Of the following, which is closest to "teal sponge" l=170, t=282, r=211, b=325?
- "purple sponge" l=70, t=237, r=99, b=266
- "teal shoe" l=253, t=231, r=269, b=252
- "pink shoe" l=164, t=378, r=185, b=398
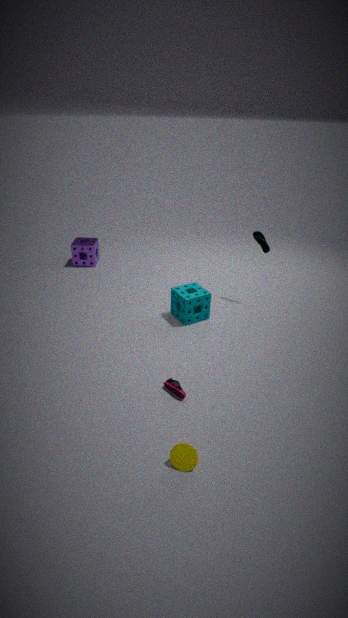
"teal shoe" l=253, t=231, r=269, b=252
